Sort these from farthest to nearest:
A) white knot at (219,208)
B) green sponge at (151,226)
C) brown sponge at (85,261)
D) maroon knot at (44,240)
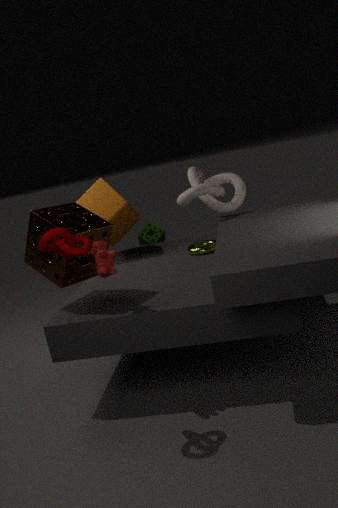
green sponge at (151,226) → white knot at (219,208) → brown sponge at (85,261) → maroon knot at (44,240)
